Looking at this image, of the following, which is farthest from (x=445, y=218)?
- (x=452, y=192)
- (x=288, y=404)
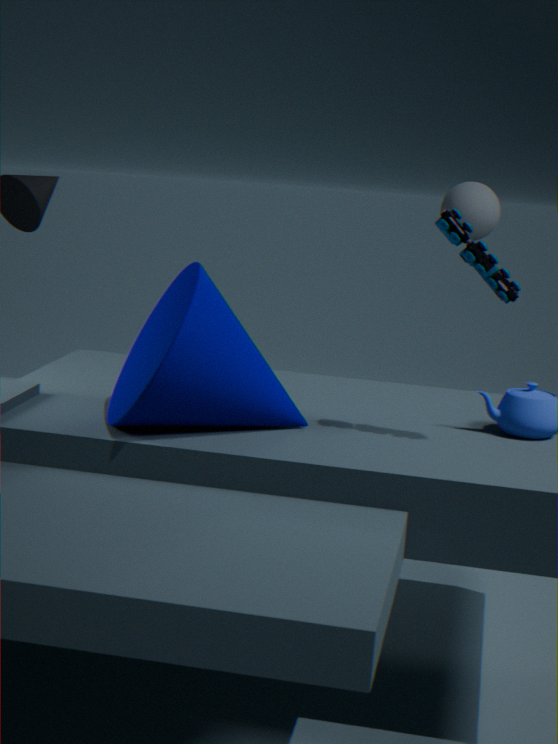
(x=452, y=192)
